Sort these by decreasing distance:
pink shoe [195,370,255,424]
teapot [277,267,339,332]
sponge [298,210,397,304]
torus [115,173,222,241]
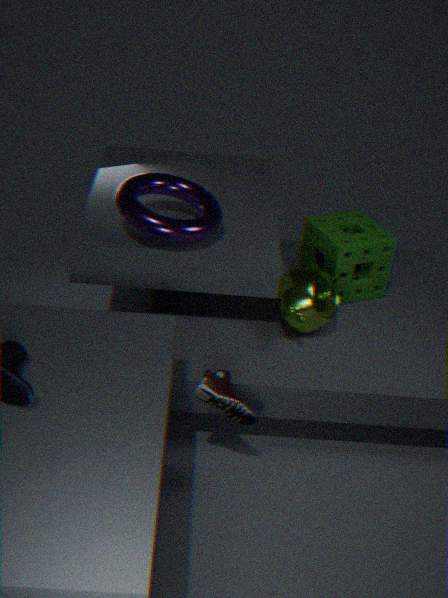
1. sponge [298,210,397,304]
2. teapot [277,267,339,332]
3. torus [115,173,222,241]
4. pink shoe [195,370,255,424]
